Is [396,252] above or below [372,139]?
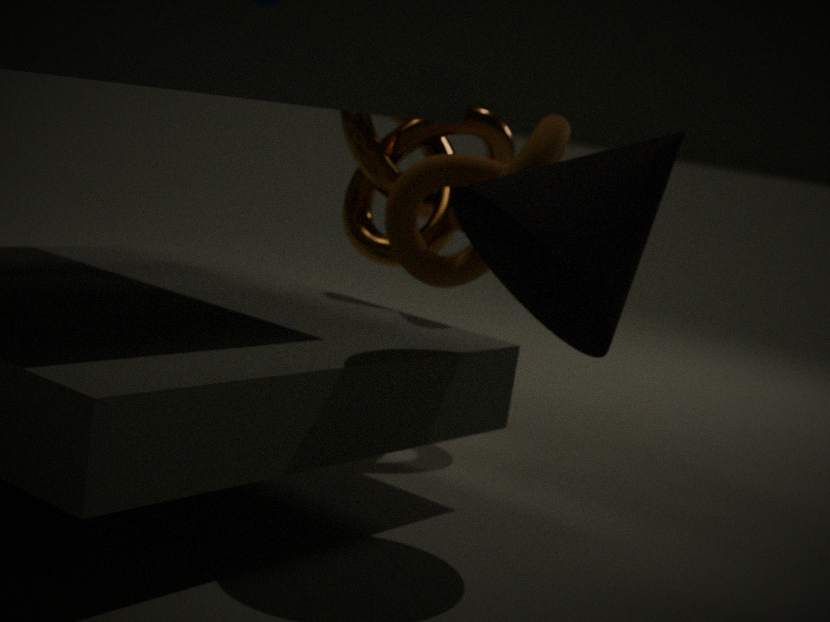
below
